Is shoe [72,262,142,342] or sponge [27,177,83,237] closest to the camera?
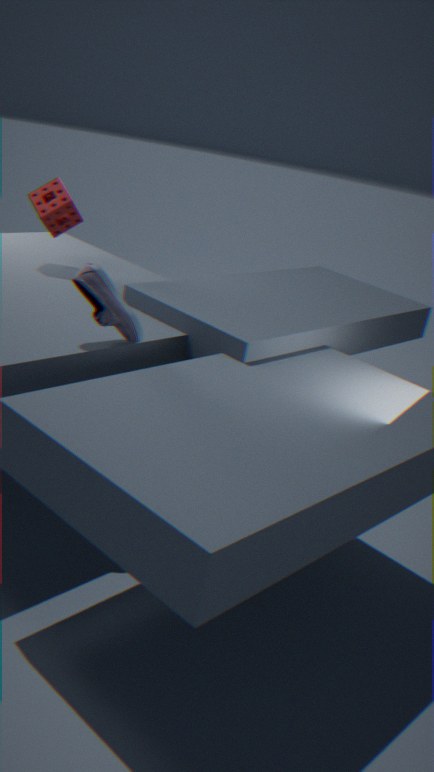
shoe [72,262,142,342]
